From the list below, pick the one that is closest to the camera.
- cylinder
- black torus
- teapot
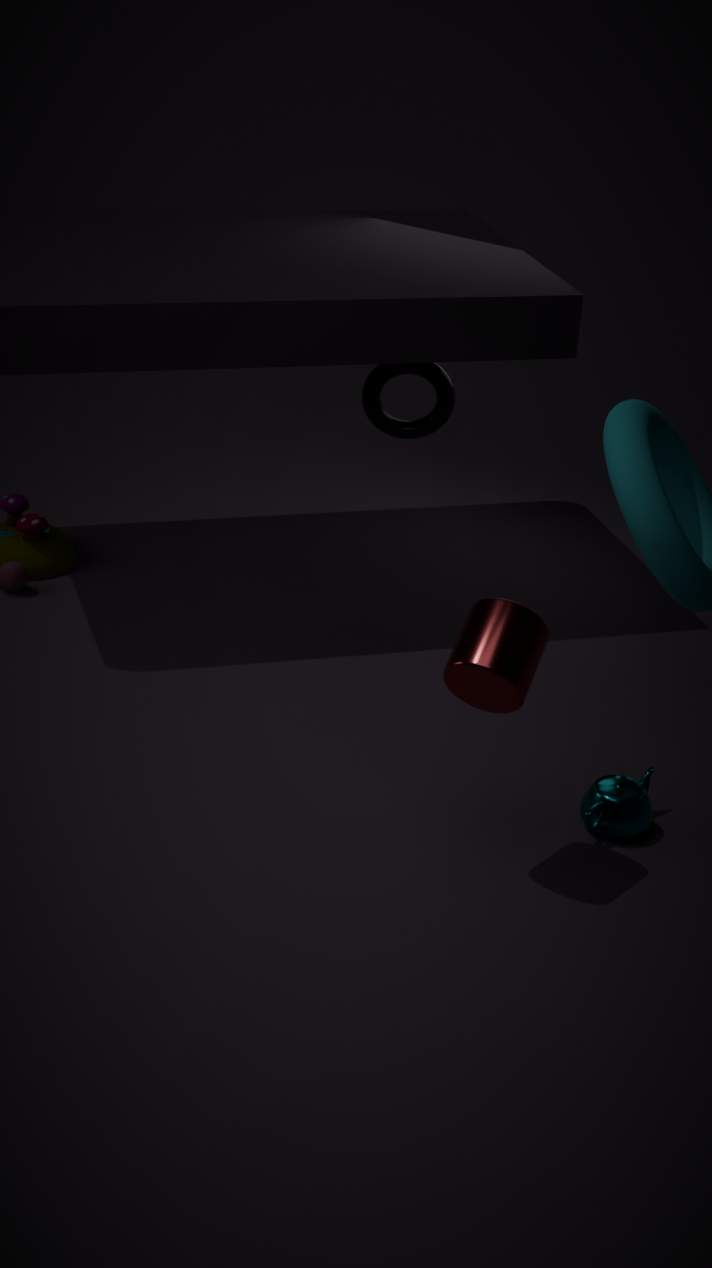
cylinder
